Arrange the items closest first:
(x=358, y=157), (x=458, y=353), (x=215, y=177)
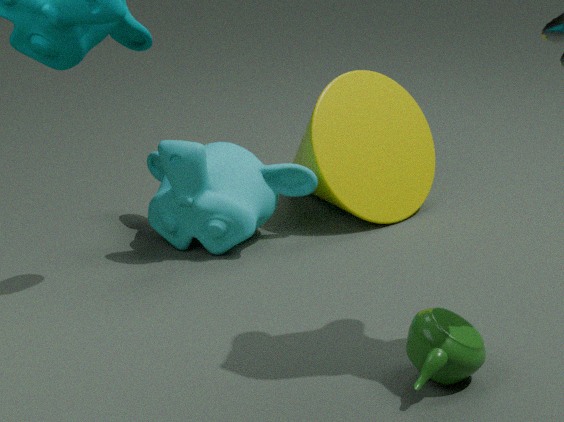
(x=458, y=353) < (x=215, y=177) < (x=358, y=157)
